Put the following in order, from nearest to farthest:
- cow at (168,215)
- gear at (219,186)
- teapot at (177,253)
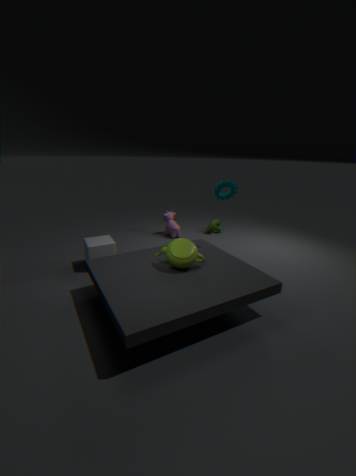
teapot at (177,253) < gear at (219,186) < cow at (168,215)
